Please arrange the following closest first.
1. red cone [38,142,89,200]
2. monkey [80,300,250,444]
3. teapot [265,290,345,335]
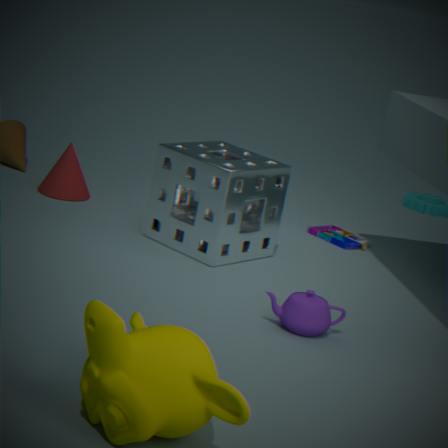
1. monkey [80,300,250,444]
2. teapot [265,290,345,335]
3. red cone [38,142,89,200]
